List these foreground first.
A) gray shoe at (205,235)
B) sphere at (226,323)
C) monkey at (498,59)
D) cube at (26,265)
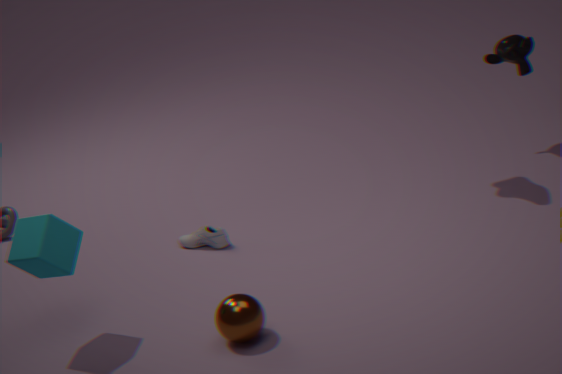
sphere at (226,323) → cube at (26,265) → gray shoe at (205,235) → monkey at (498,59)
